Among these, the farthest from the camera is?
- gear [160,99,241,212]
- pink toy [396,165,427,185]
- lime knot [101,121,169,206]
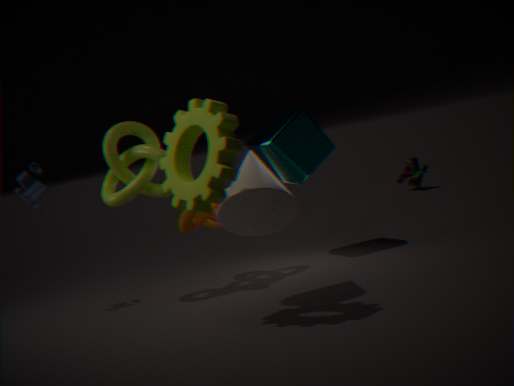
pink toy [396,165,427,185]
